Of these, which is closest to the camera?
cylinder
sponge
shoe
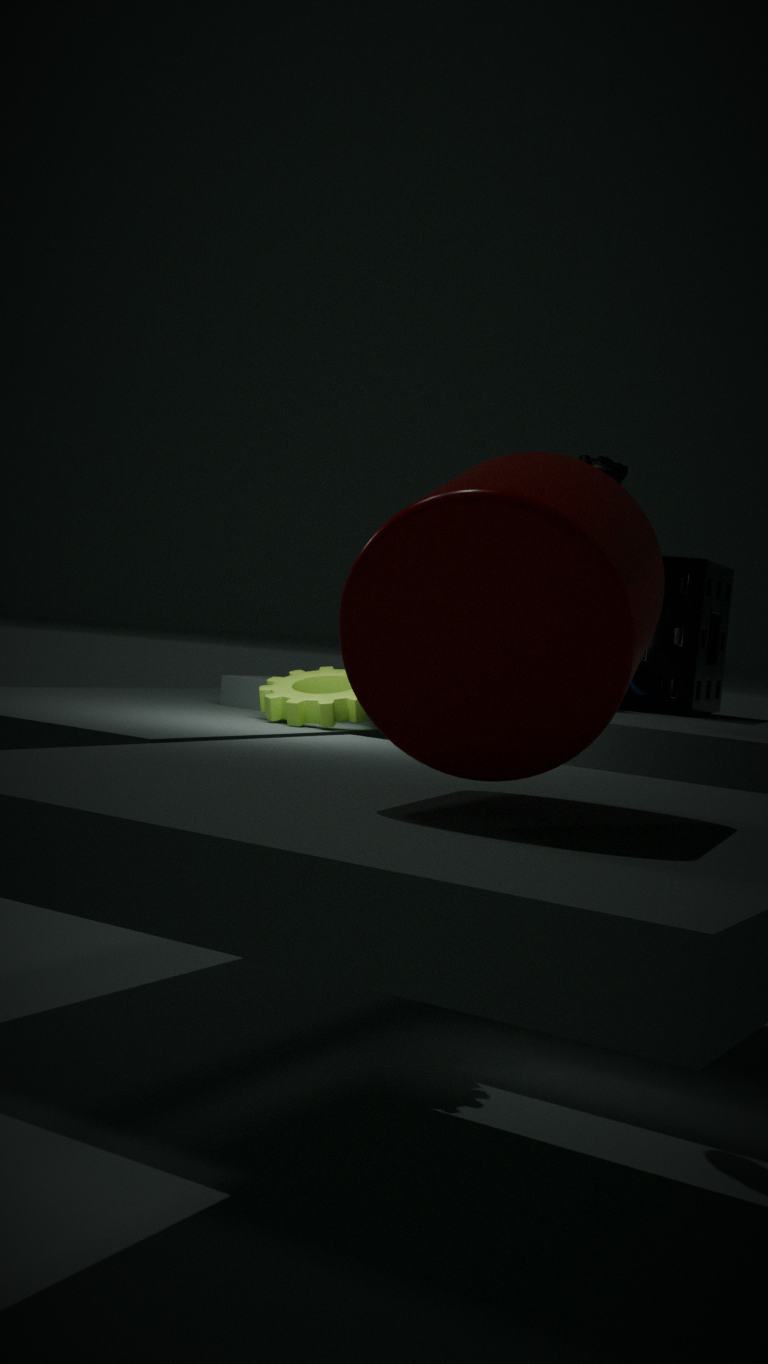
cylinder
